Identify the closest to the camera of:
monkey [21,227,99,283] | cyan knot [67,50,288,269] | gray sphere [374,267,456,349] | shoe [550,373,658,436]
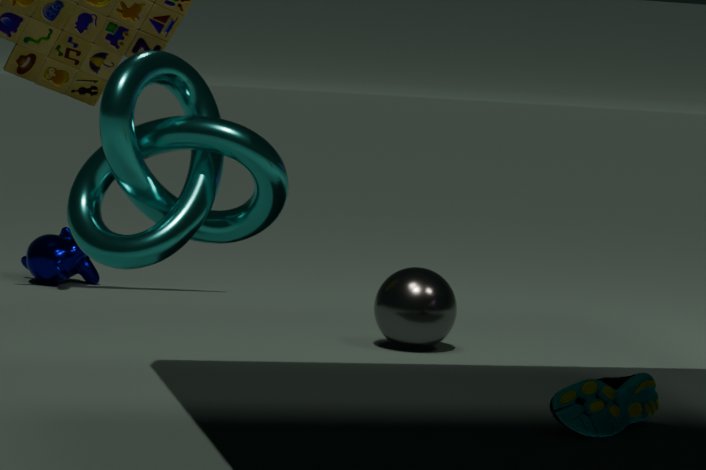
cyan knot [67,50,288,269]
